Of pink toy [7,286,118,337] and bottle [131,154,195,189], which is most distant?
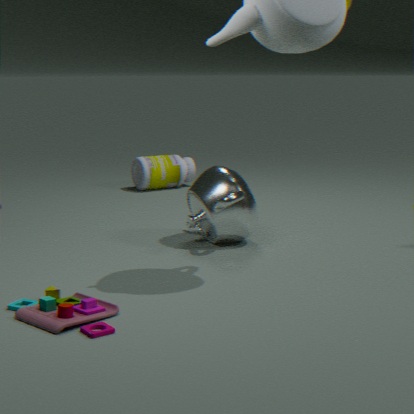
bottle [131,154,195,189]
